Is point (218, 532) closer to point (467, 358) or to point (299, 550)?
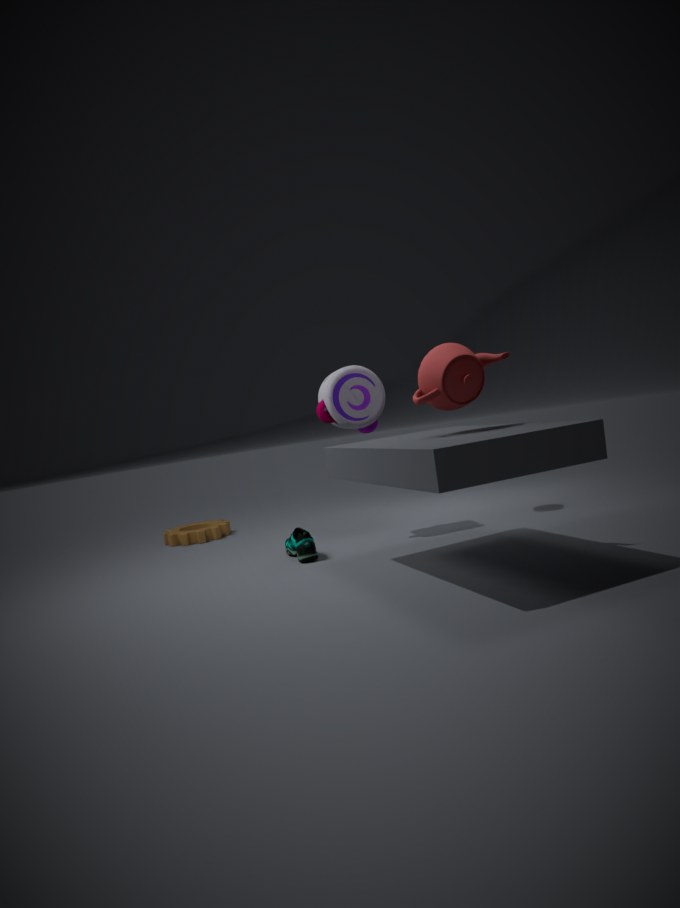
point (299, 550)
